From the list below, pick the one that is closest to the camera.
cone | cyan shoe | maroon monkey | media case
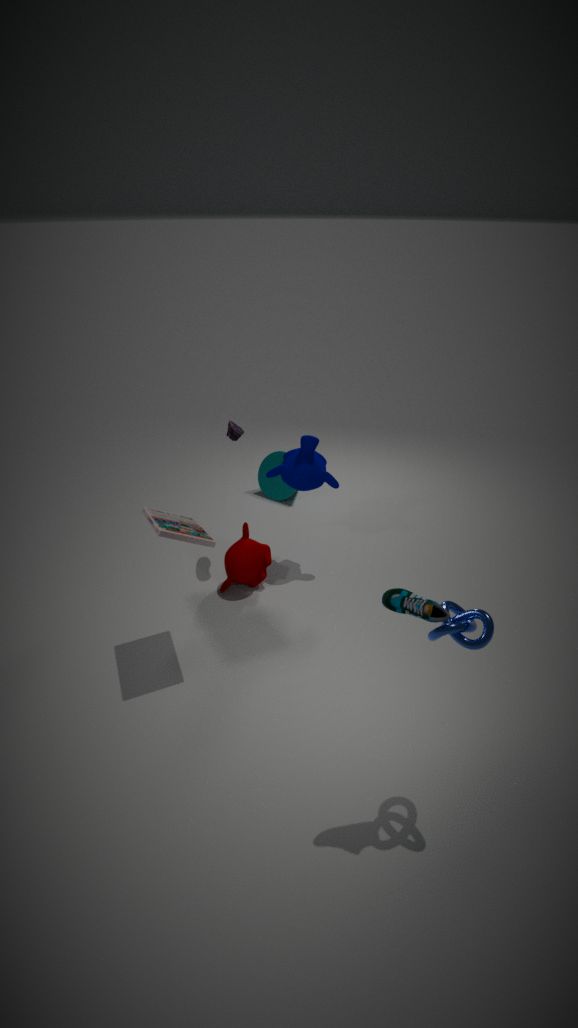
cyan shoe
